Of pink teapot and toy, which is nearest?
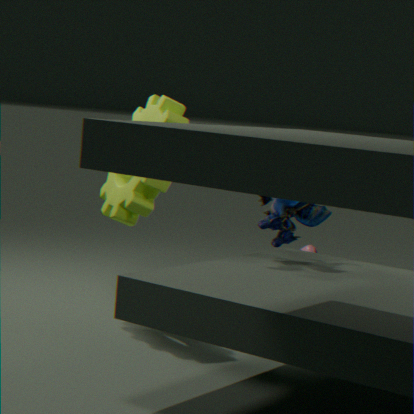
toy
